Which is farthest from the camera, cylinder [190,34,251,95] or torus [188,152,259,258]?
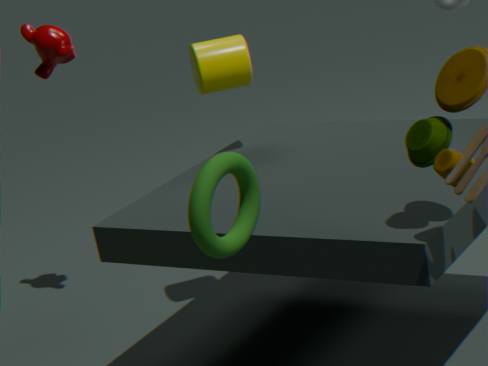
cylinder [190,34,251,95]
